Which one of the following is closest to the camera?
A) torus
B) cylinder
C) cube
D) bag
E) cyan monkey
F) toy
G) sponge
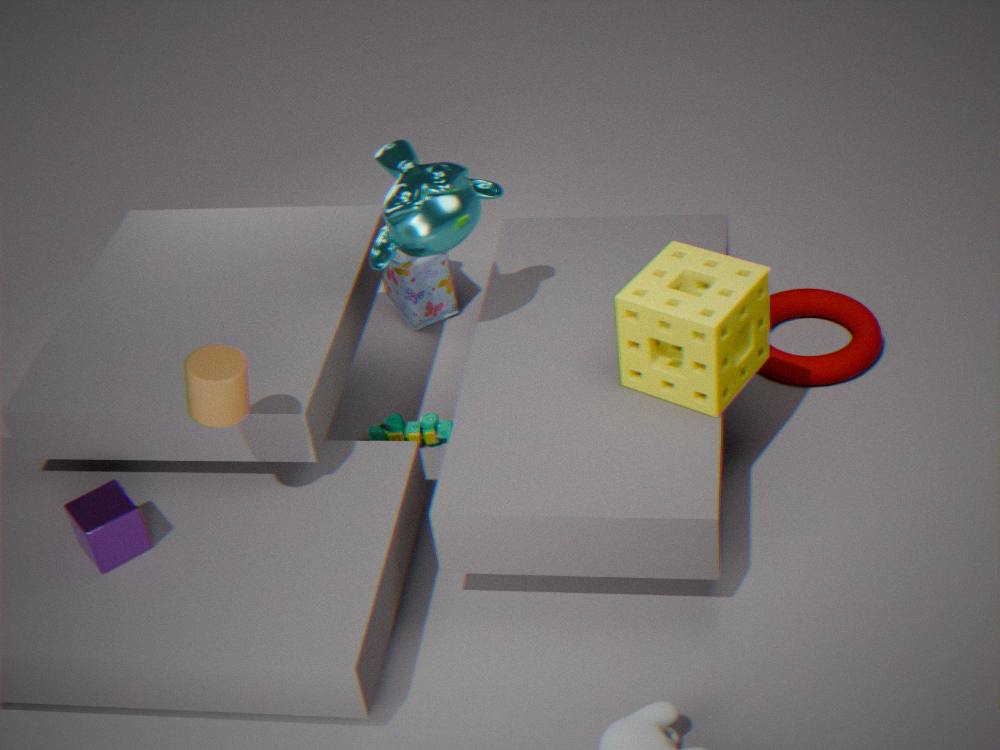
B. cylinder
